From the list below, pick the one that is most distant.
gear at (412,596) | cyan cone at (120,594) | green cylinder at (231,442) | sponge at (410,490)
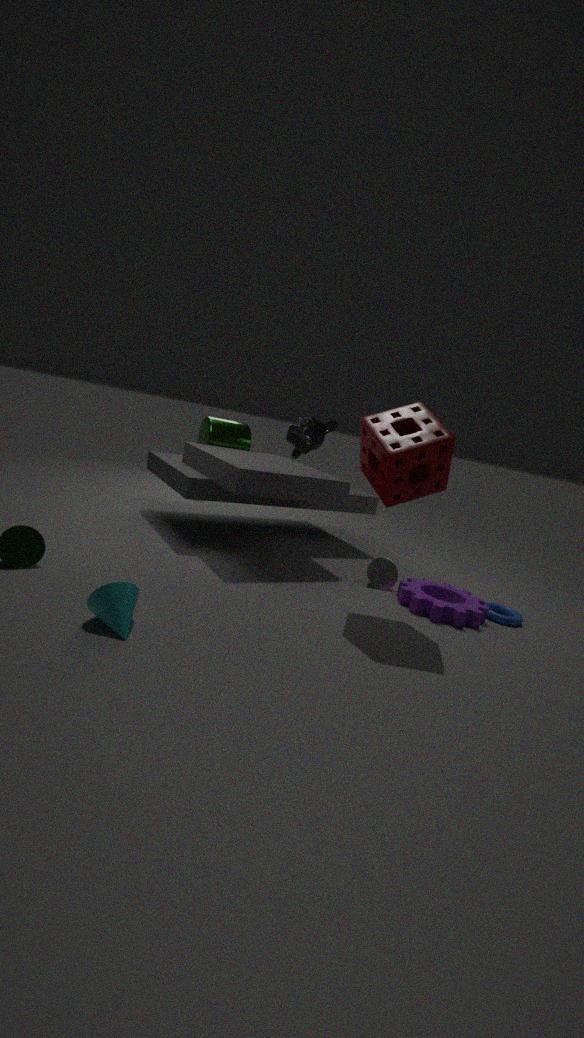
green cylinder at (231,442)
